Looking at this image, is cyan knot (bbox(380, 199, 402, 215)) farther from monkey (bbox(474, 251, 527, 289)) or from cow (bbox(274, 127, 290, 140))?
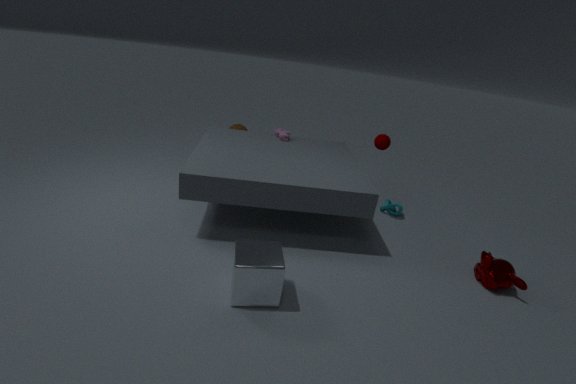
cow (bbox(274, 127, 290, 140))
